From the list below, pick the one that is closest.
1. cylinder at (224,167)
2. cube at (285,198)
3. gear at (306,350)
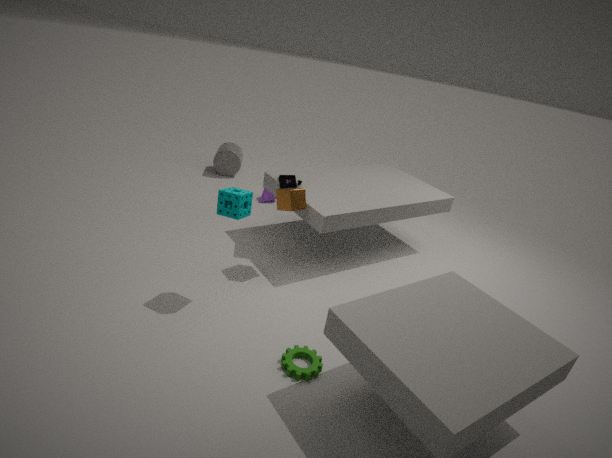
gear at (306,350)
